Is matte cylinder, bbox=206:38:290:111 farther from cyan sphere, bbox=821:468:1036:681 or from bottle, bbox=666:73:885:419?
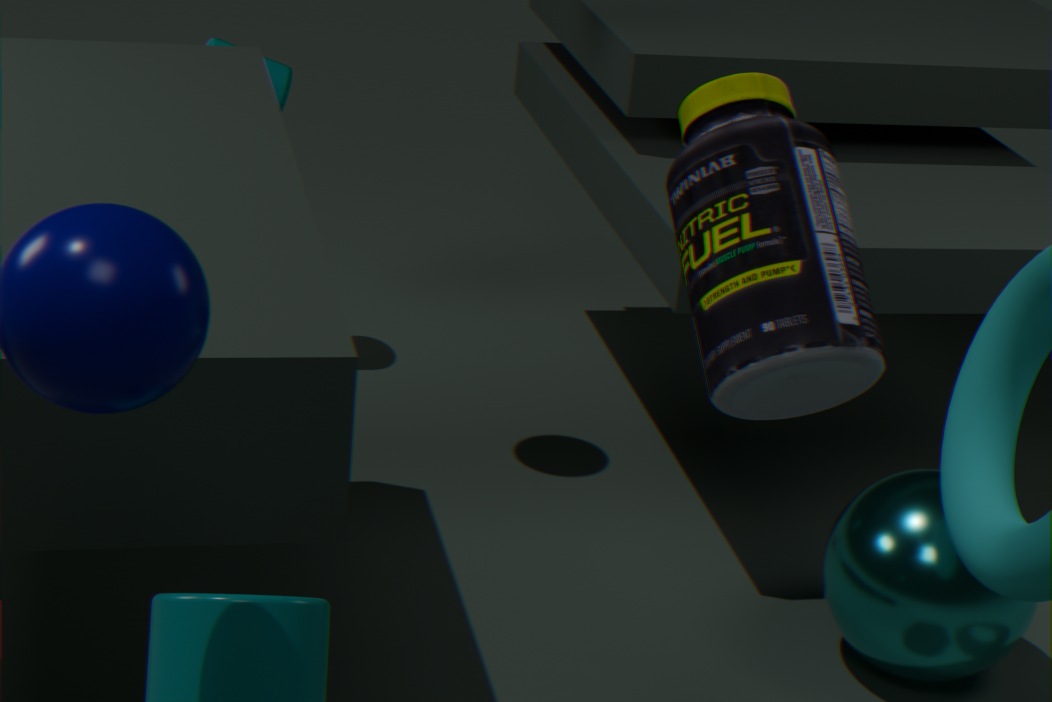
Result: cyan sphere, bbox=821:468:1036:681
